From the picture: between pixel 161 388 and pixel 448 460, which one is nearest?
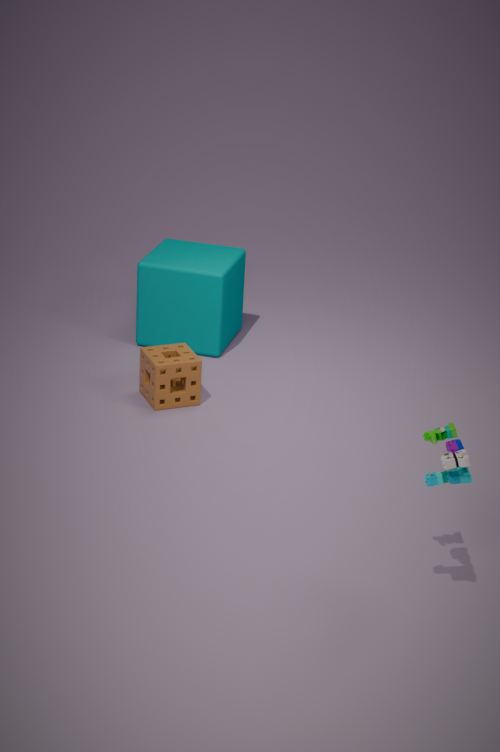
pixel 448 460
